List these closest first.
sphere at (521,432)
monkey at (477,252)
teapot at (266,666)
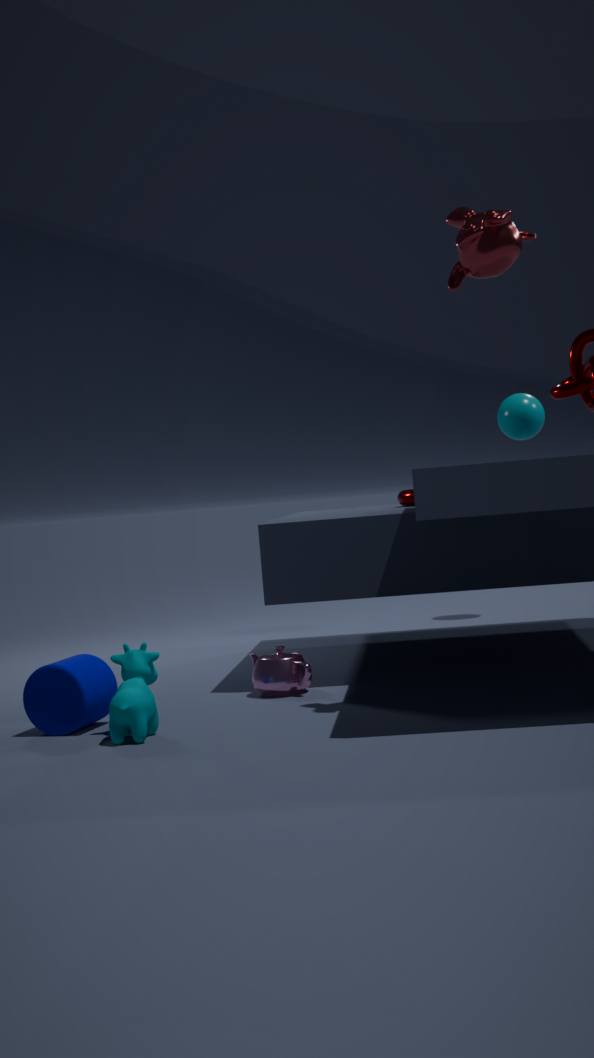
monkey at (477,252)
teapot at (266,666)
sphere at (521,432)
